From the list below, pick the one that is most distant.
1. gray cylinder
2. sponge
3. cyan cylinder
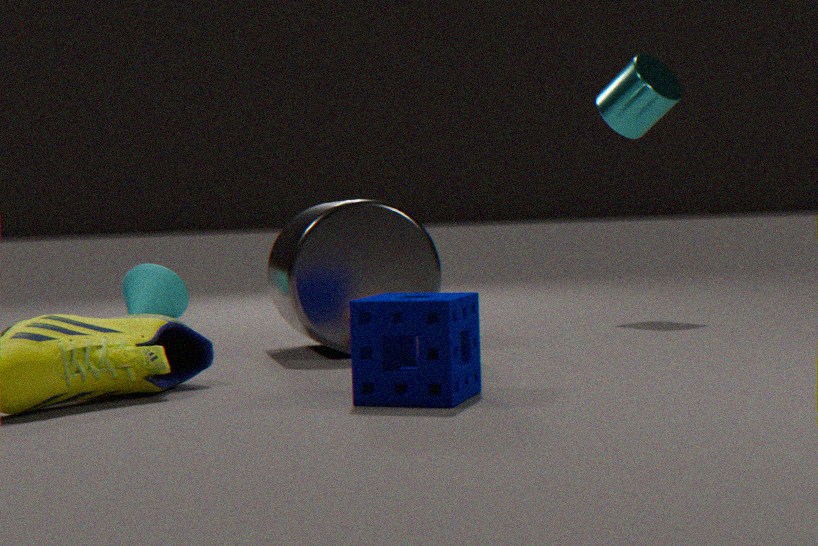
cyan cylinder
